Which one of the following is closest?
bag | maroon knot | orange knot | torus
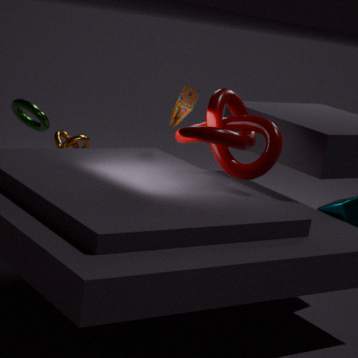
maroon knot
